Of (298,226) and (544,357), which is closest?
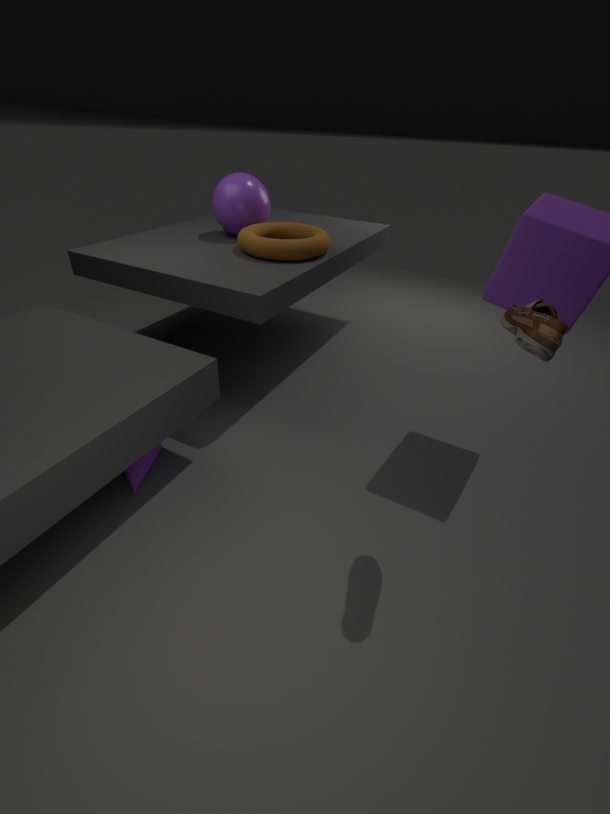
(544,357)
